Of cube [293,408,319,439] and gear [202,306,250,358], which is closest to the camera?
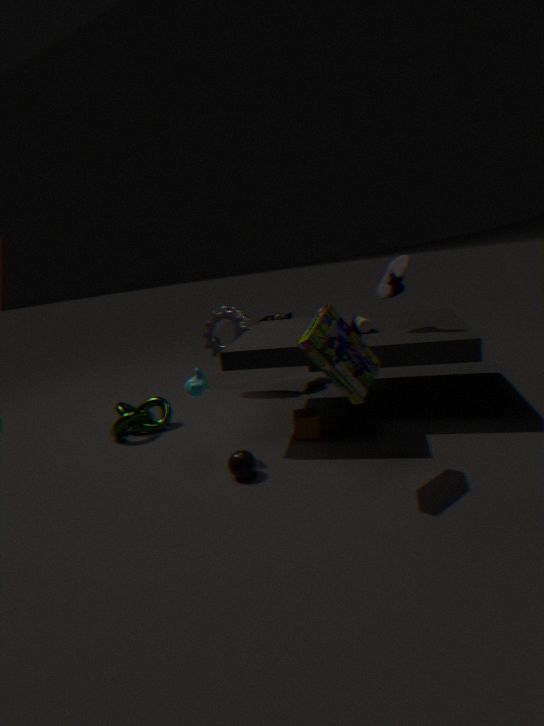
cube [293,408,319,439]
